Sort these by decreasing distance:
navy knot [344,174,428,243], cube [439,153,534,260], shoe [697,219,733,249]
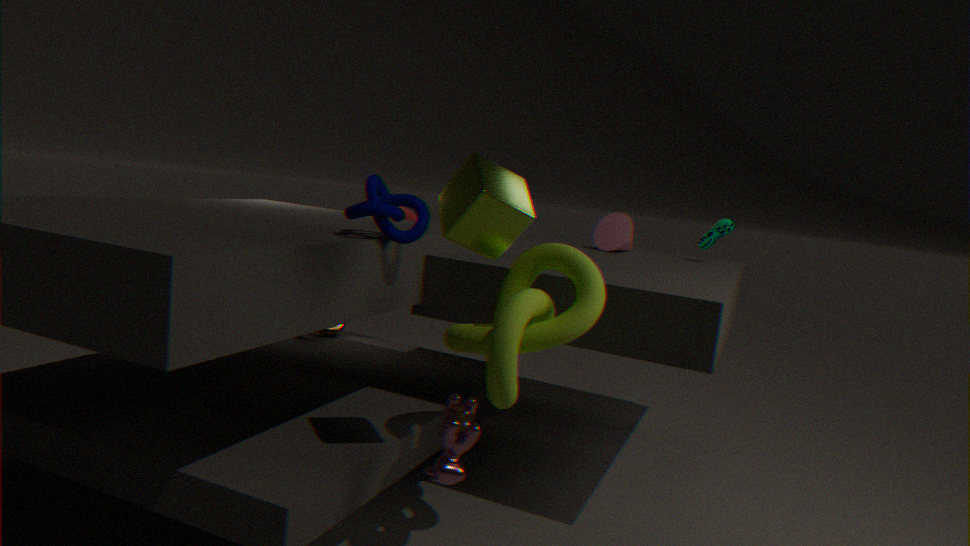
shoe [697,219,733,249]
navy knot [344,174,428,243]
cube [439,153,534,260]
